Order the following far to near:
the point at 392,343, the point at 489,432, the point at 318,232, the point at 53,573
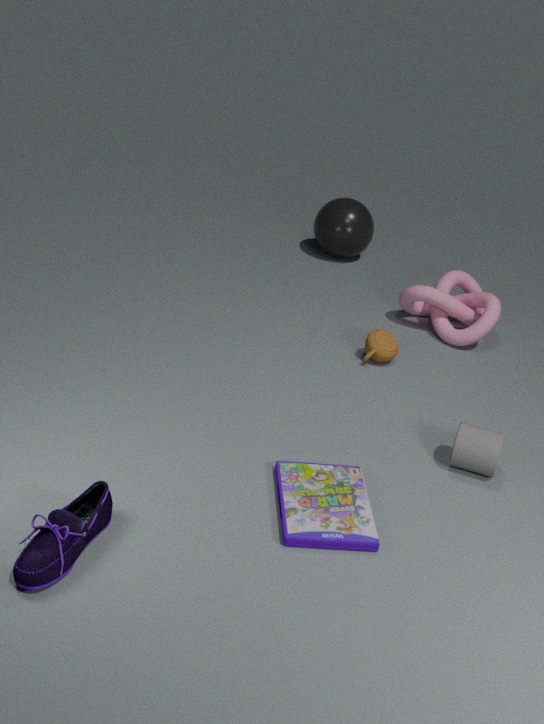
the point at 318,232, the point at 392,343, the point at 489,432, the point at 53,573
